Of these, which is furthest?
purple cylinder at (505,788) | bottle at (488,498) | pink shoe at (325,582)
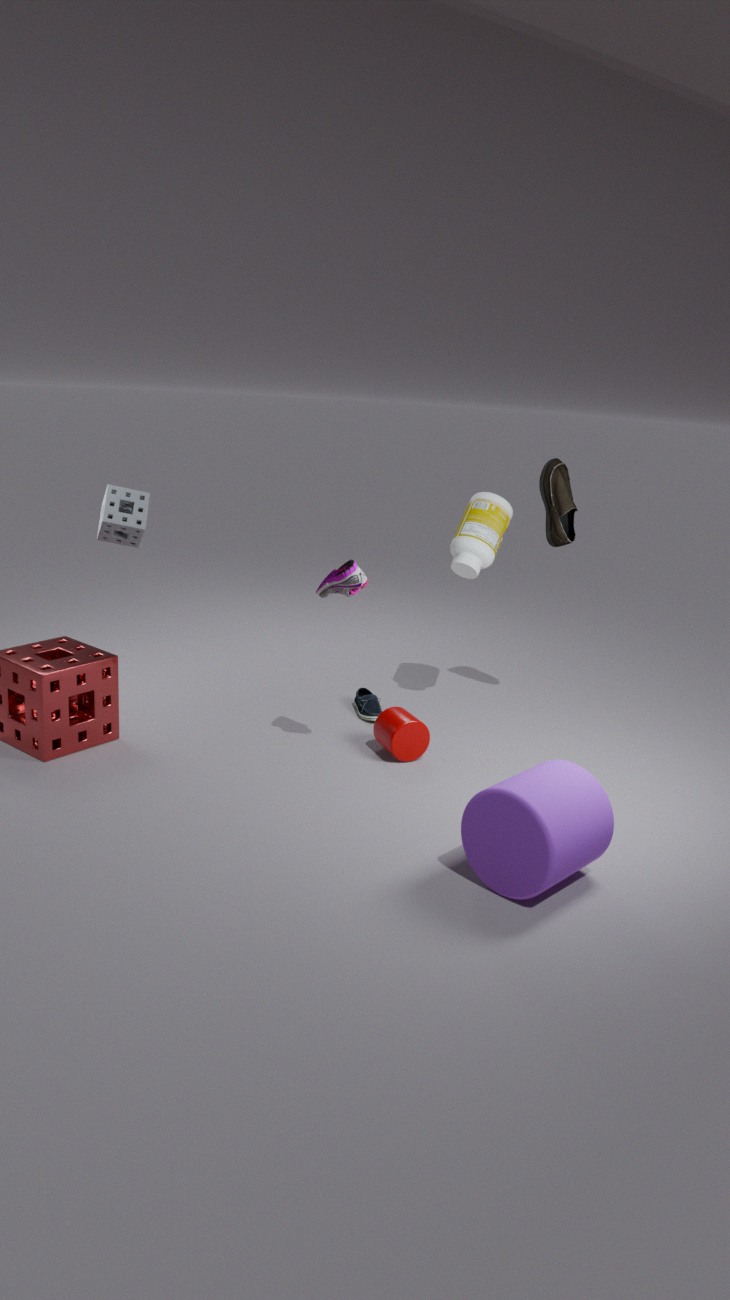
bottle at (488,498)
